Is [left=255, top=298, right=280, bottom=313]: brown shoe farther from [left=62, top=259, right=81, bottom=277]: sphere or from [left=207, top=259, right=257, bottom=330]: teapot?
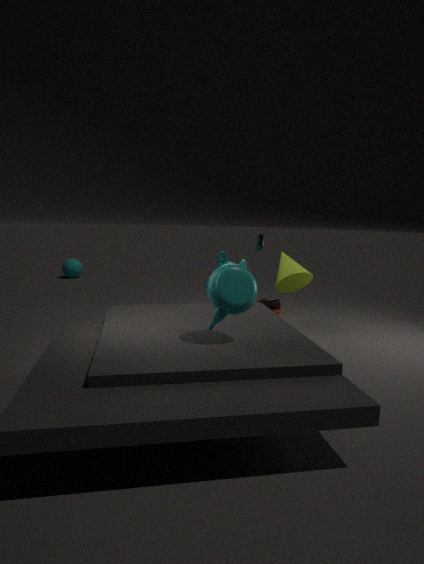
[left=62, top=259, right=81, bottom=277]: sphere
